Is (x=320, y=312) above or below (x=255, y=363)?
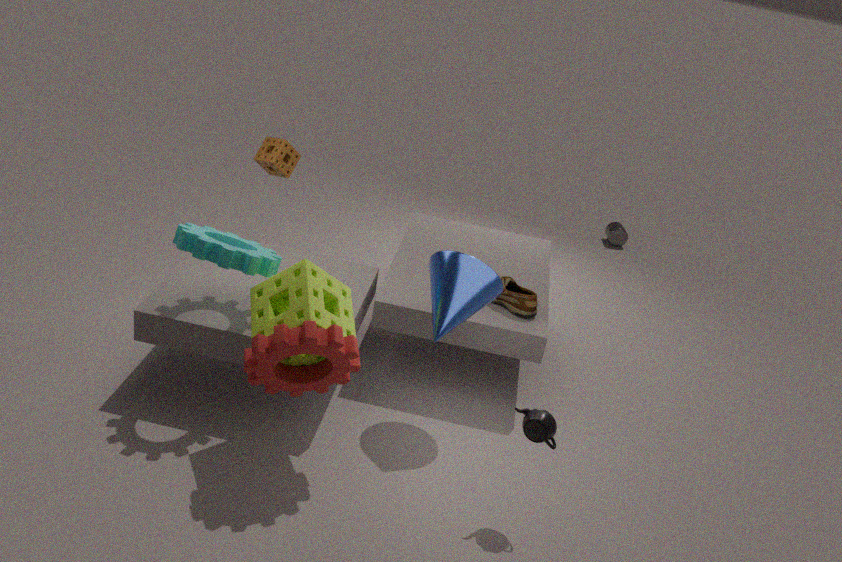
above
